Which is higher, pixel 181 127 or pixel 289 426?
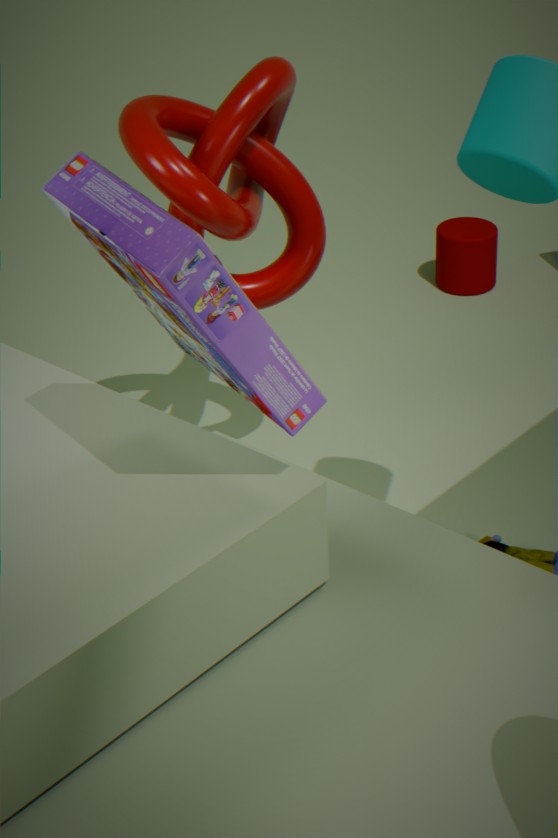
pixel 289 426
